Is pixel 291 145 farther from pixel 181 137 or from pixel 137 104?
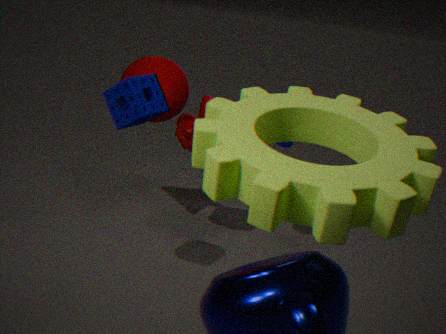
pixel 137 104
